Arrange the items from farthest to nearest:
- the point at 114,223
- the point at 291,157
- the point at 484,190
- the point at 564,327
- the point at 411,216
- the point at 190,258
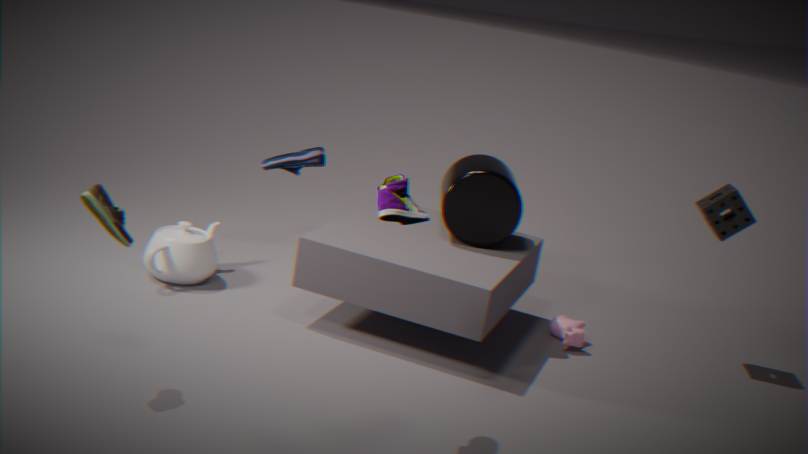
1. the point at 291,157
2. the point at 564,327
3. the point at 190,258
4. the point at 484,190
5. the point at 114,223
6. the point at 411,216
